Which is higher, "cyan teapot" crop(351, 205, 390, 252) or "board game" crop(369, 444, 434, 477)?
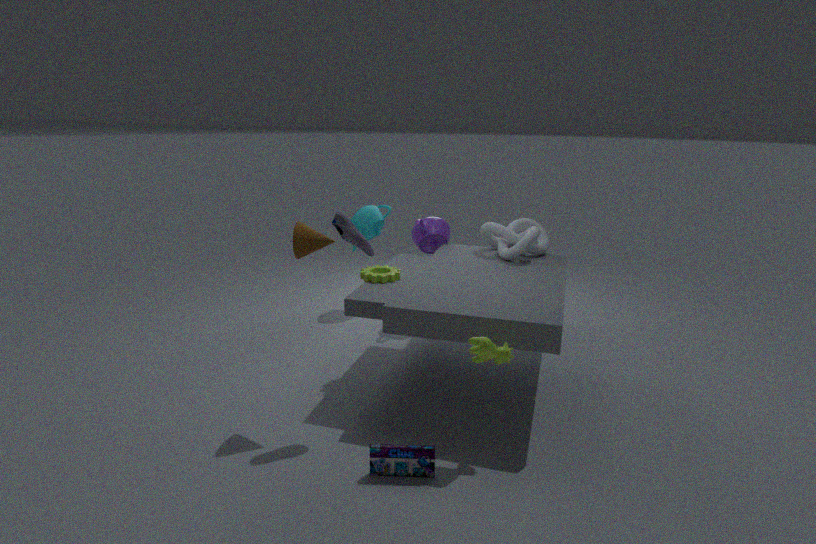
"cyan teapot" crop(351, 205, 390, 252)
